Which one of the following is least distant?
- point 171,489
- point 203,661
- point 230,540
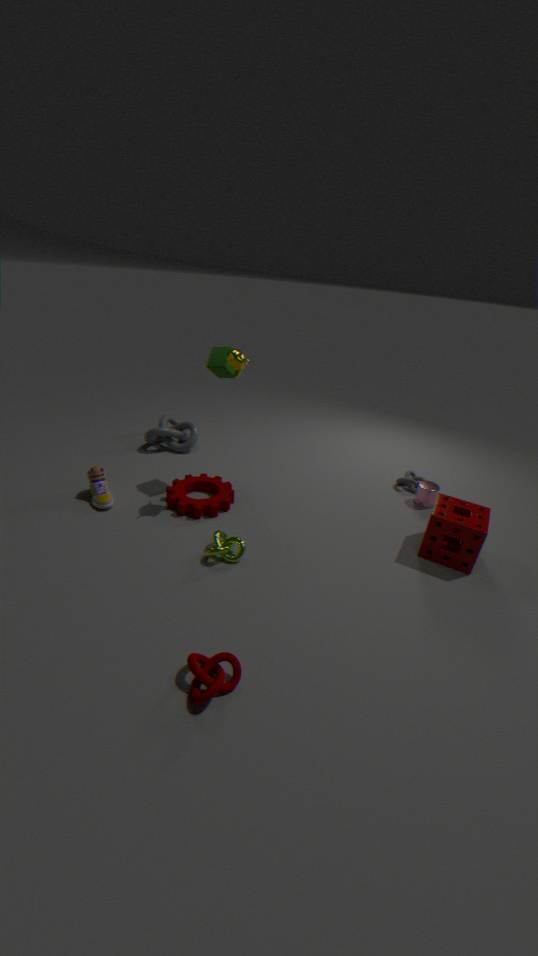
point 203,661
